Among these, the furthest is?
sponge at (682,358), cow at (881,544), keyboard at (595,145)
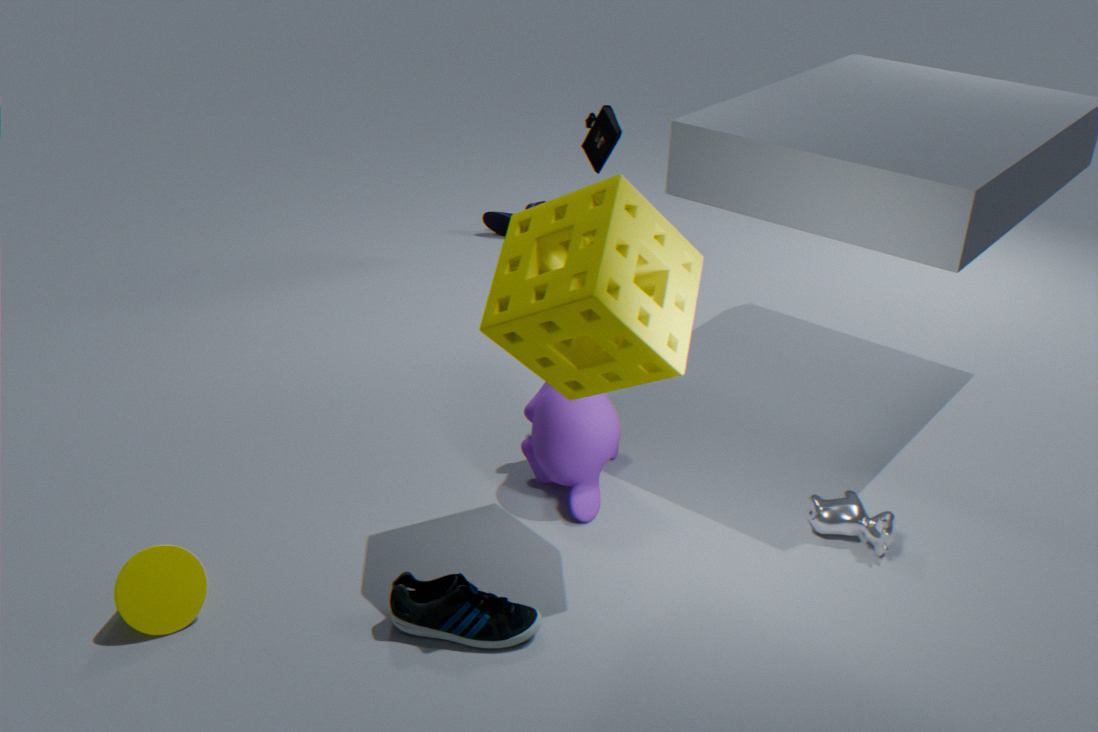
keyboard at (595,145)
